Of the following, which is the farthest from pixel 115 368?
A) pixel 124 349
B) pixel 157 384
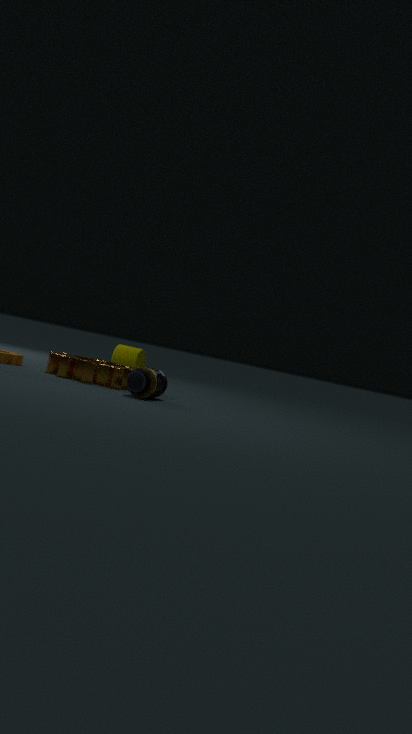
pixel 124 349
